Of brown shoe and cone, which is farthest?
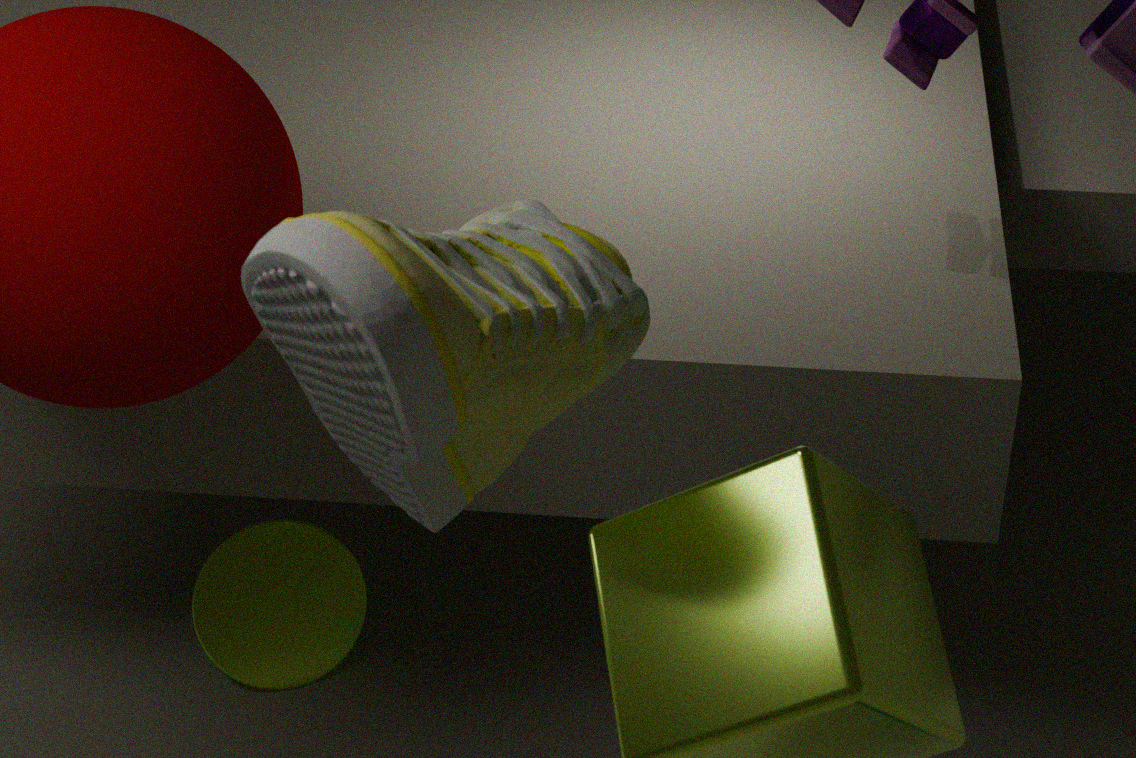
cone
